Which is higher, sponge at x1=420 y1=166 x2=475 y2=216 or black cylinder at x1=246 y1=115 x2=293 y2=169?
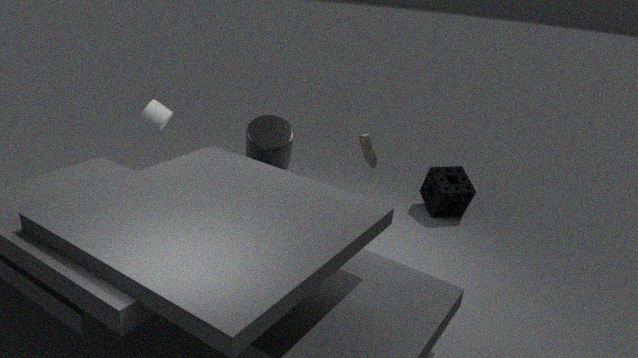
black cylinder at x1=246 y1=115 x2=293 y2=169
